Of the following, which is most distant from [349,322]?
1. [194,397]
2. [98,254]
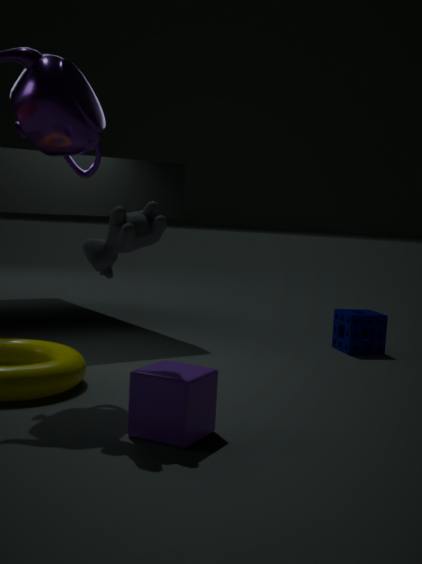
[98,254]
